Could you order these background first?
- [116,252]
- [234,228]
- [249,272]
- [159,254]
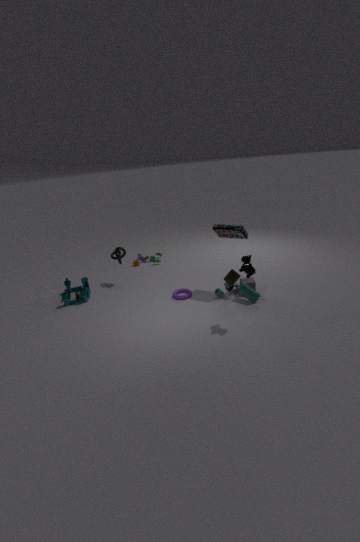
[159,254], [116,252], [234,228], [249,272]
